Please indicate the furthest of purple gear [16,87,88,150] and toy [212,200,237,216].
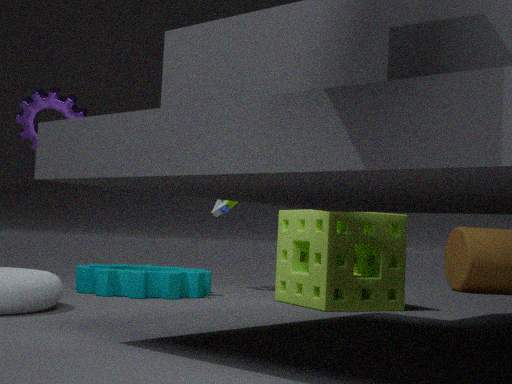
toy [212,200,237,216]
